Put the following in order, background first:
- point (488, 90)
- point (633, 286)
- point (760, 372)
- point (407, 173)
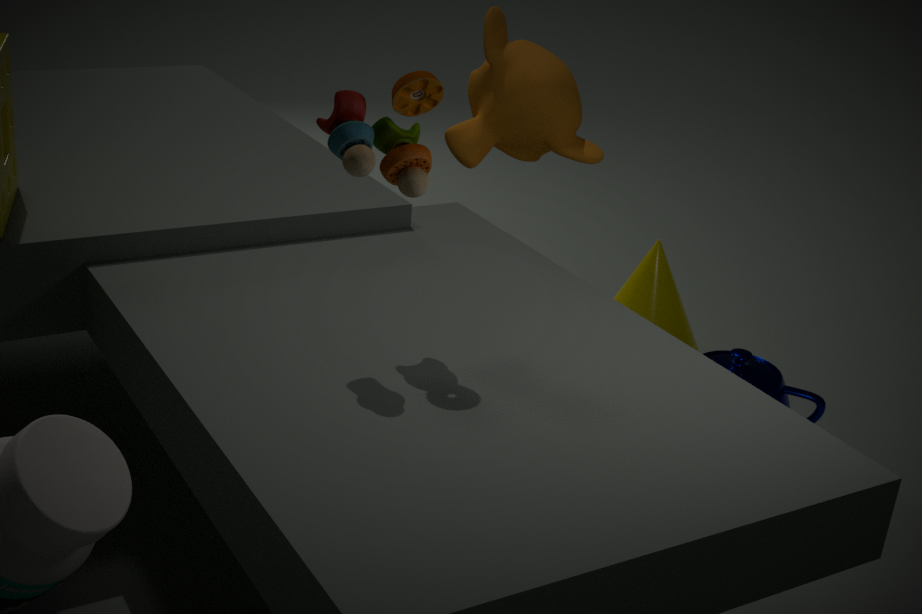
1. point (633, 286)
2. point (760, 372)
3. point (488, 90)
4. point (407, 173)
